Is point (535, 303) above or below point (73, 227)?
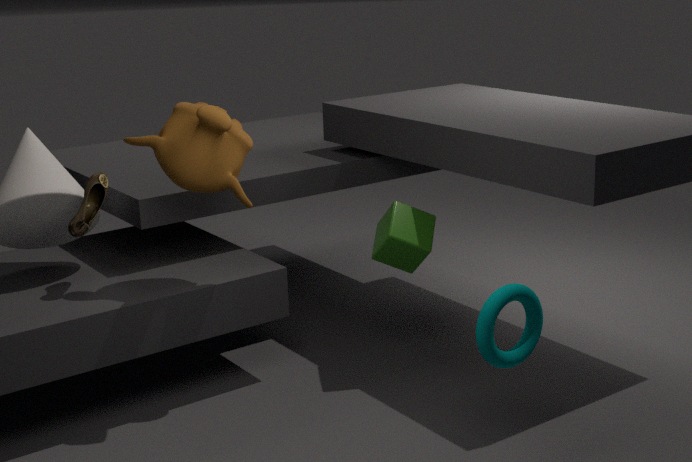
below
